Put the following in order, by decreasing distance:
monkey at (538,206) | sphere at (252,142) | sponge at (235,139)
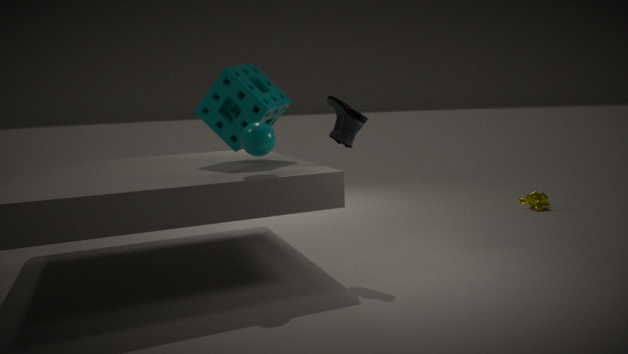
monkey at (538,206)
sponge at (235,139)
sphere at (252,142)
